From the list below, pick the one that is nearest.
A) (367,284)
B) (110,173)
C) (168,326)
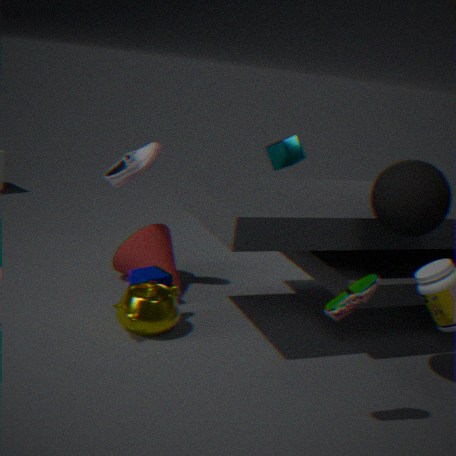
(367,284)
